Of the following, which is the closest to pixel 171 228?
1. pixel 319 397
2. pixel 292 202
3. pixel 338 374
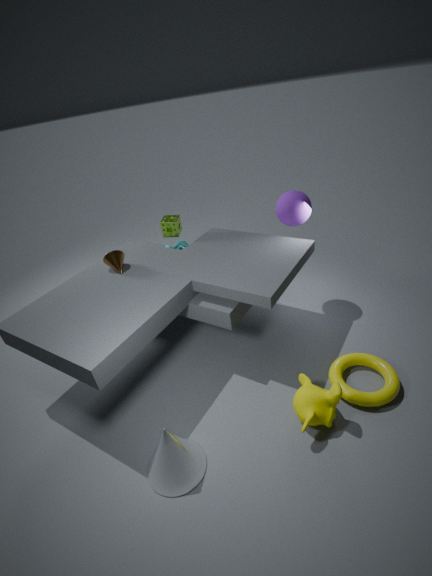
pixel 292 202
